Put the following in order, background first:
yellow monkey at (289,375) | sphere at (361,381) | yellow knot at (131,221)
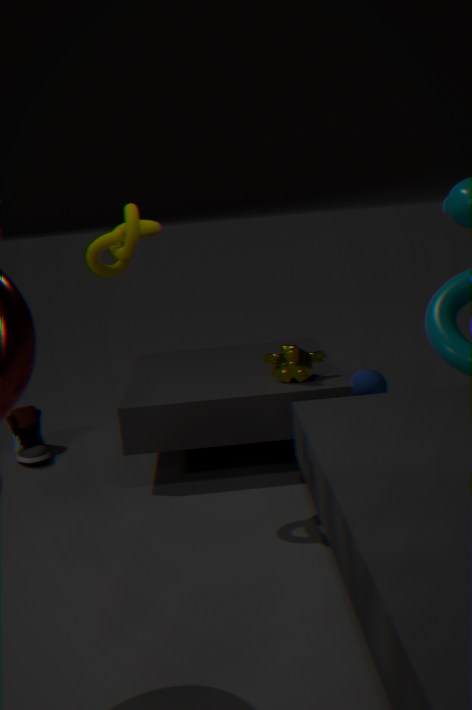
sphere at (361,381), yellow monkey at (289,375), yellow knot at (131,221)
